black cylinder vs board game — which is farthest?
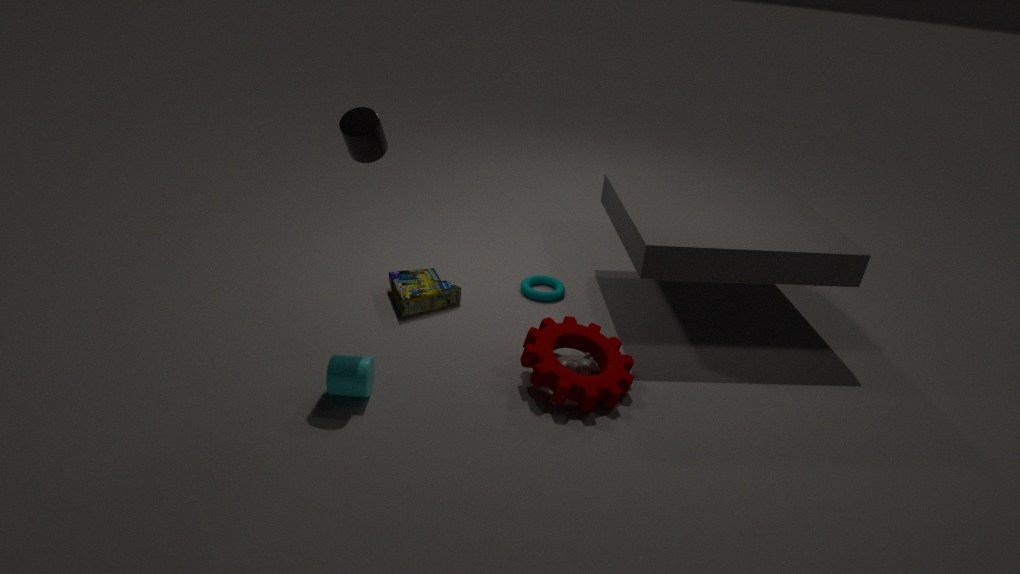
board game
